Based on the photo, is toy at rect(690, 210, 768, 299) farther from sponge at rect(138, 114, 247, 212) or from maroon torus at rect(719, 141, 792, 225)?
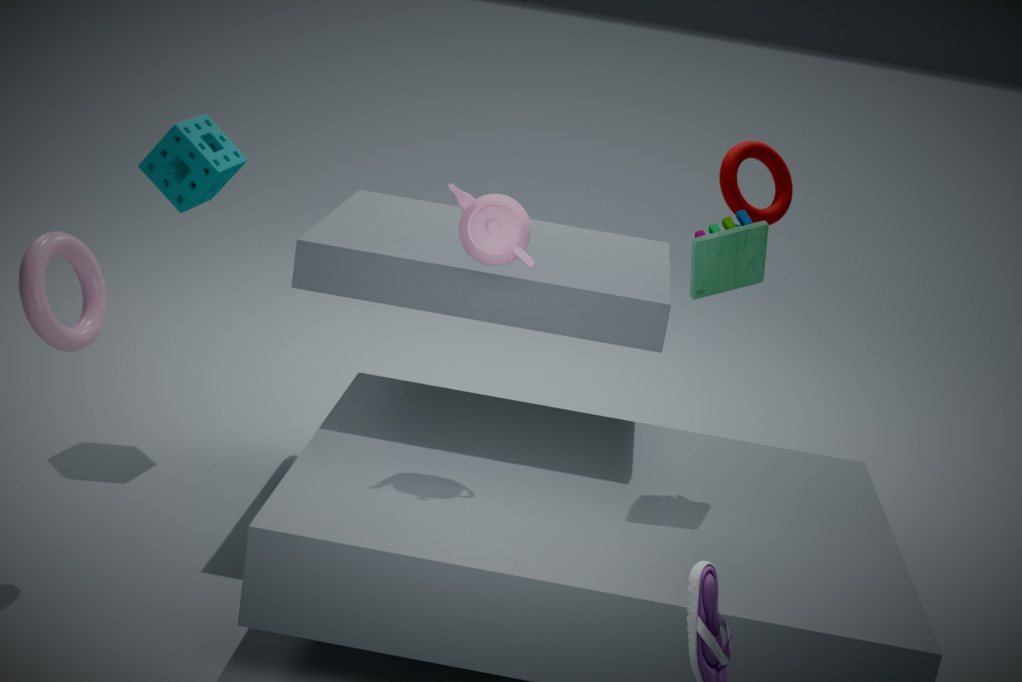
sponge at rect(138, 114, 247, 212)
